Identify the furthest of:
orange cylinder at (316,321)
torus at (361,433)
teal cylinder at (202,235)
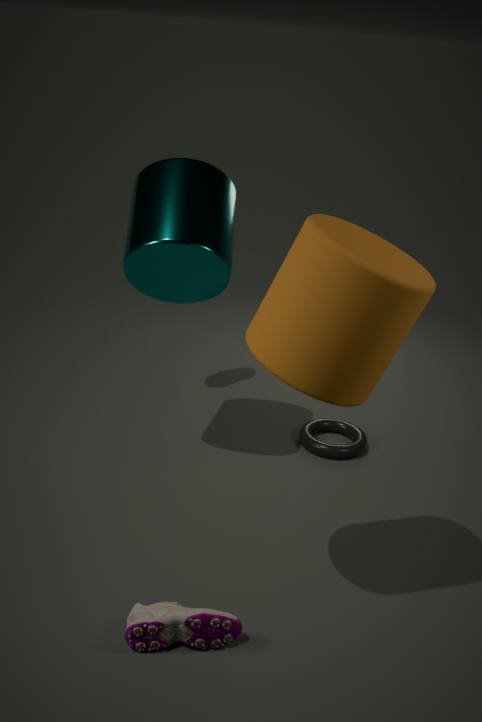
torus at (361,433)
